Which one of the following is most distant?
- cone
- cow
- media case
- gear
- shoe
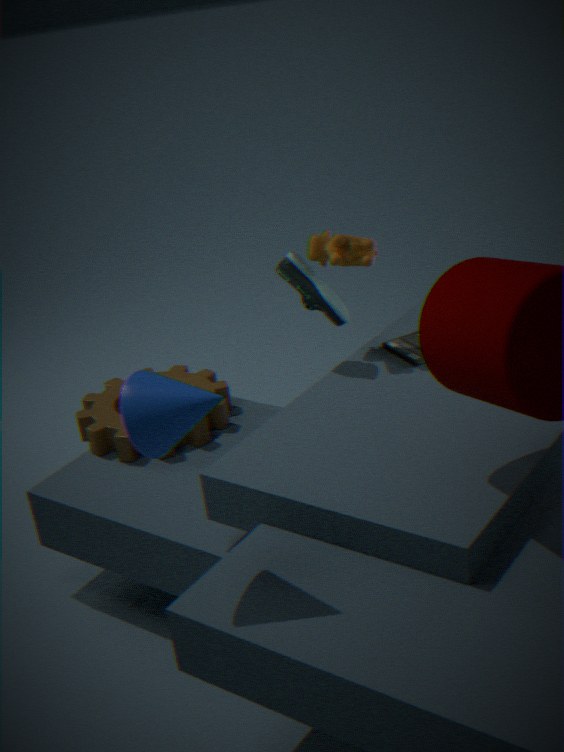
gear
